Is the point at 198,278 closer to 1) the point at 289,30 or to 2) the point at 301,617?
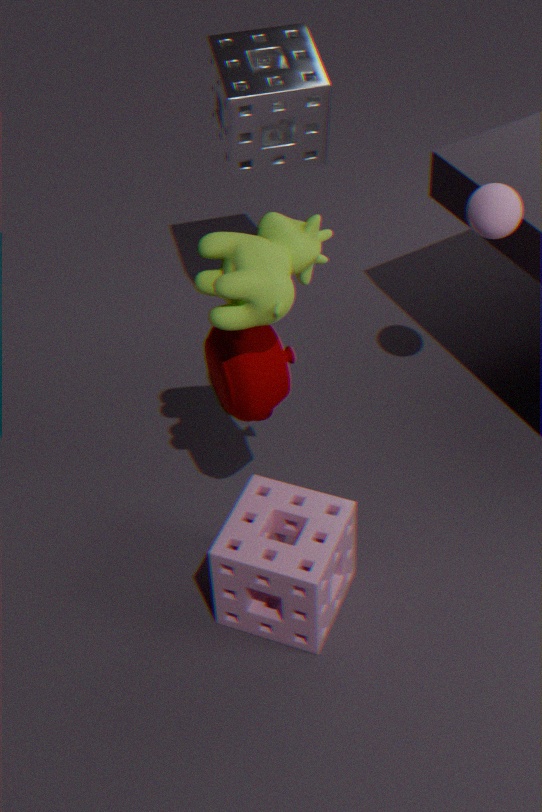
2) the point at 301,617
